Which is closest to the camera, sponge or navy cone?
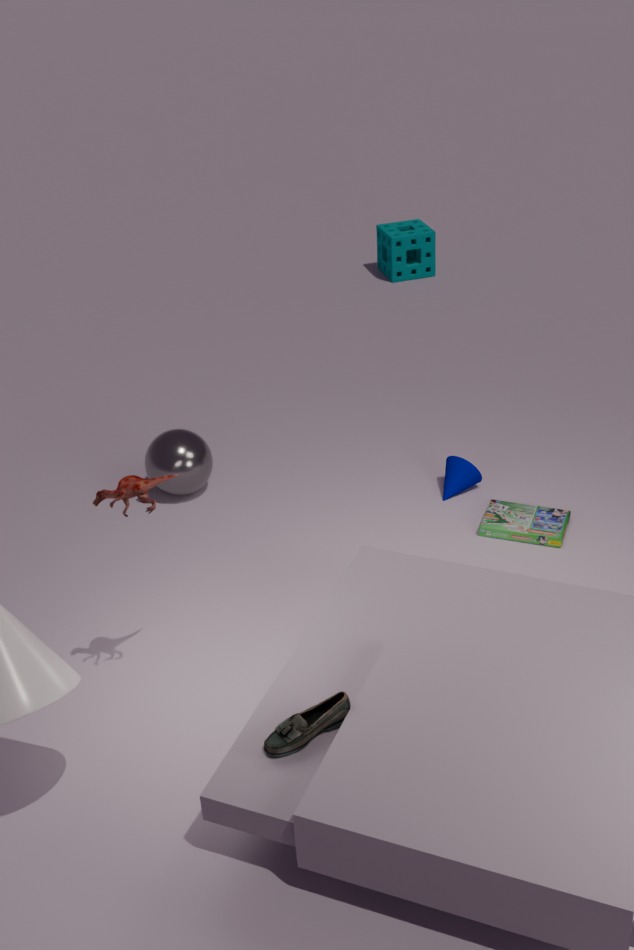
navy cone
